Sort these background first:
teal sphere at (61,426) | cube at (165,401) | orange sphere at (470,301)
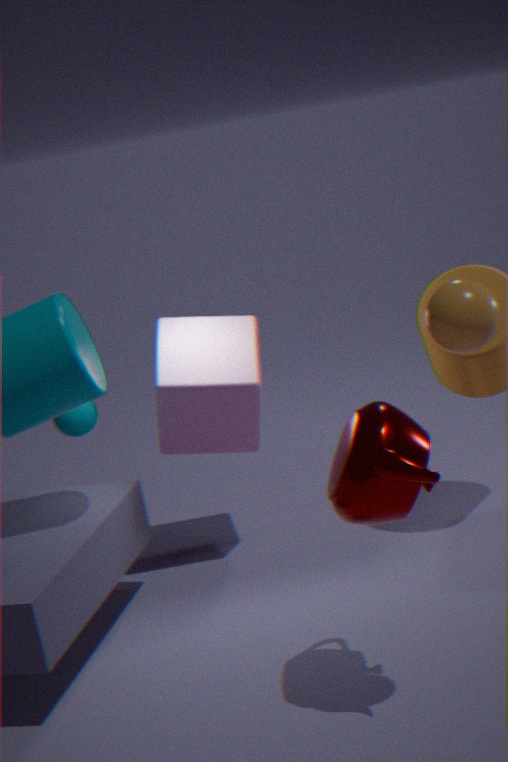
teal sphere at (61,426) → cube at (165,401) → orange sphere at (470,301)
